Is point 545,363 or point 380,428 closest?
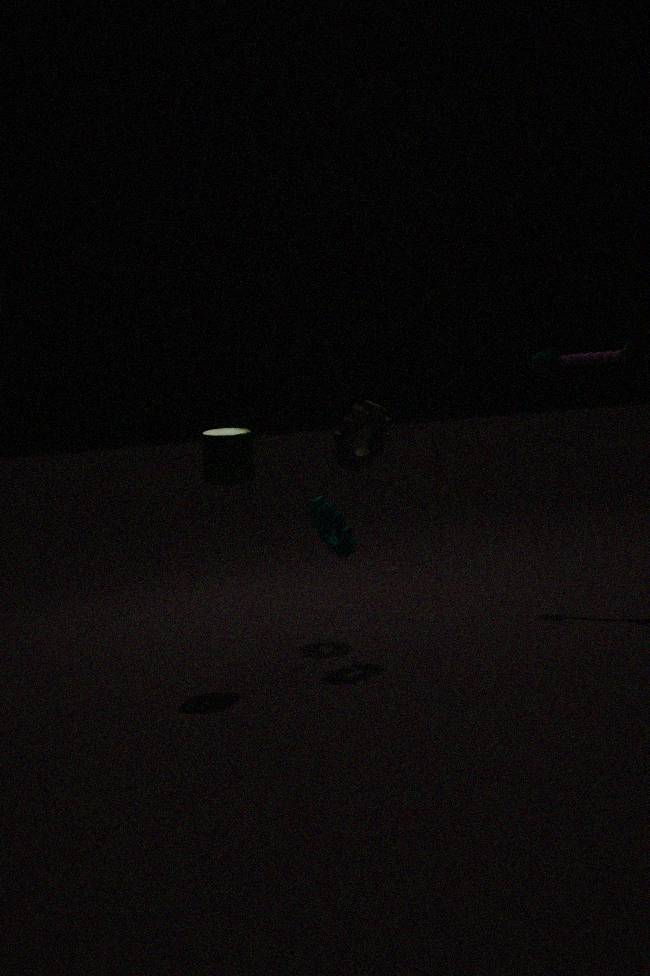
point 380,428
